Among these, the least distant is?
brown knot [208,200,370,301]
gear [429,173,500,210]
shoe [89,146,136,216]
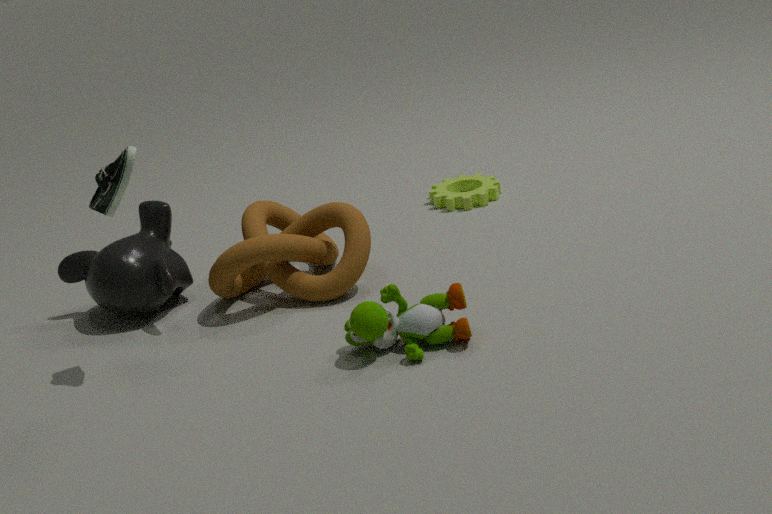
shoe [89,146,136,216]
